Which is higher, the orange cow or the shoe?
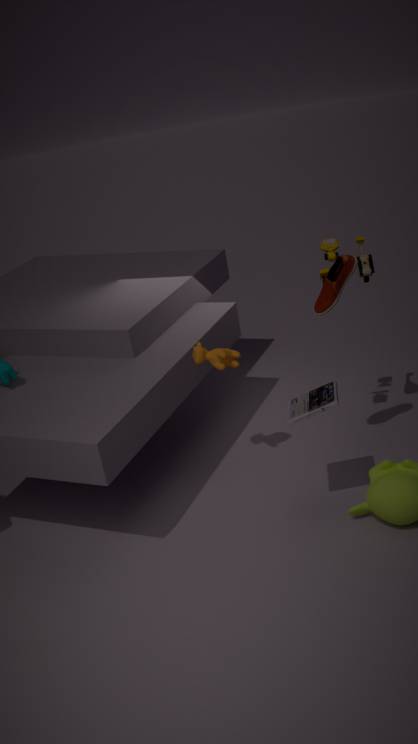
the shoe
